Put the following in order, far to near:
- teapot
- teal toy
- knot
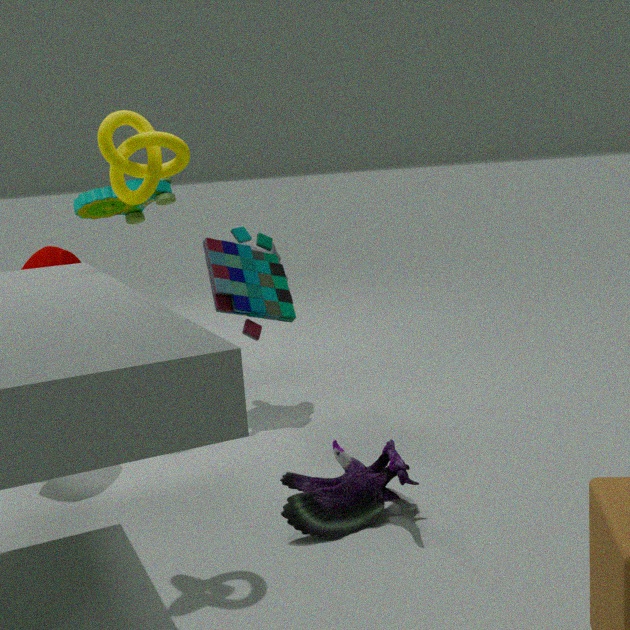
teapot → knot → teal toy
